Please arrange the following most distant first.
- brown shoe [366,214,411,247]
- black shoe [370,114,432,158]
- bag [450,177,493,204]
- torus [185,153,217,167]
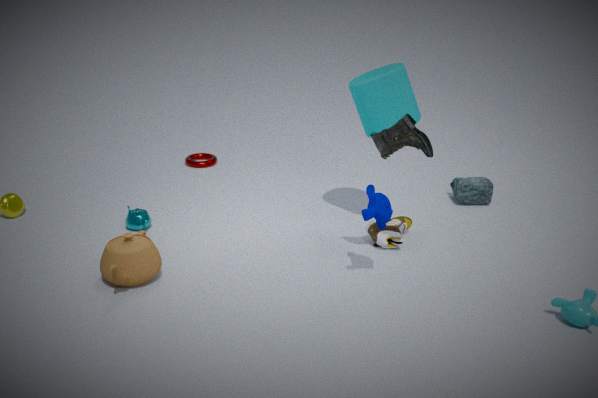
torus [185,153,217,167] → bag [450,177,493,204] → brown shoe [366,214,411,247] → black shoe [370,114,432,158]
